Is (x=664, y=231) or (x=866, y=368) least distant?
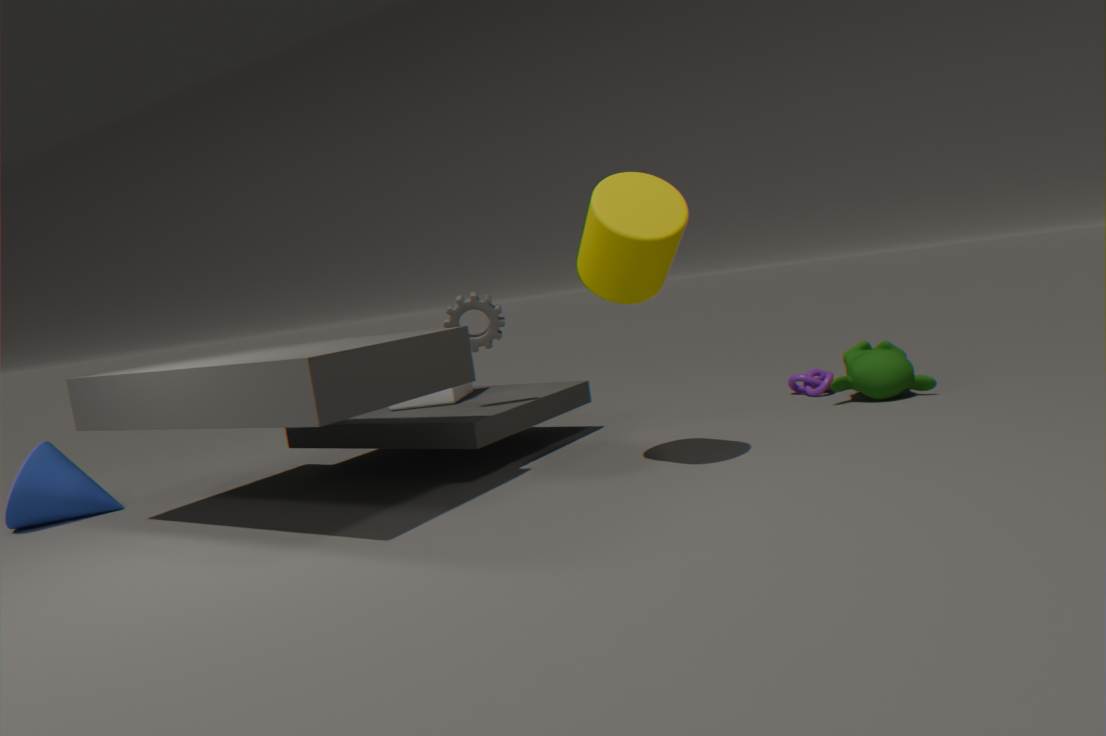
(x=664, y=231)
